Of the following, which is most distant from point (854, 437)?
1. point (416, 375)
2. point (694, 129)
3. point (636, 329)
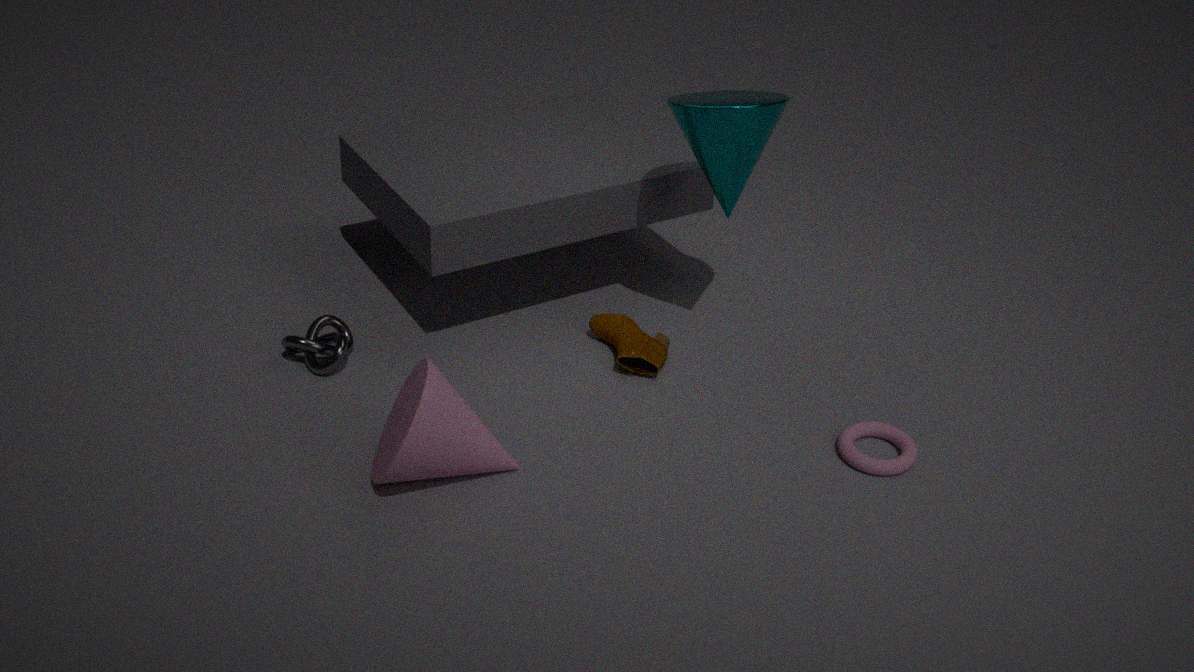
point (416, 375)
